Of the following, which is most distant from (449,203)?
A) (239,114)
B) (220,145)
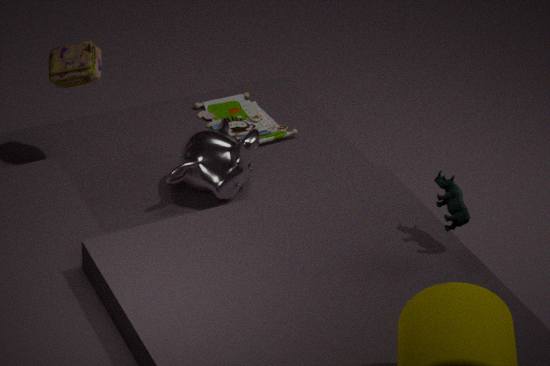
(239,114)
